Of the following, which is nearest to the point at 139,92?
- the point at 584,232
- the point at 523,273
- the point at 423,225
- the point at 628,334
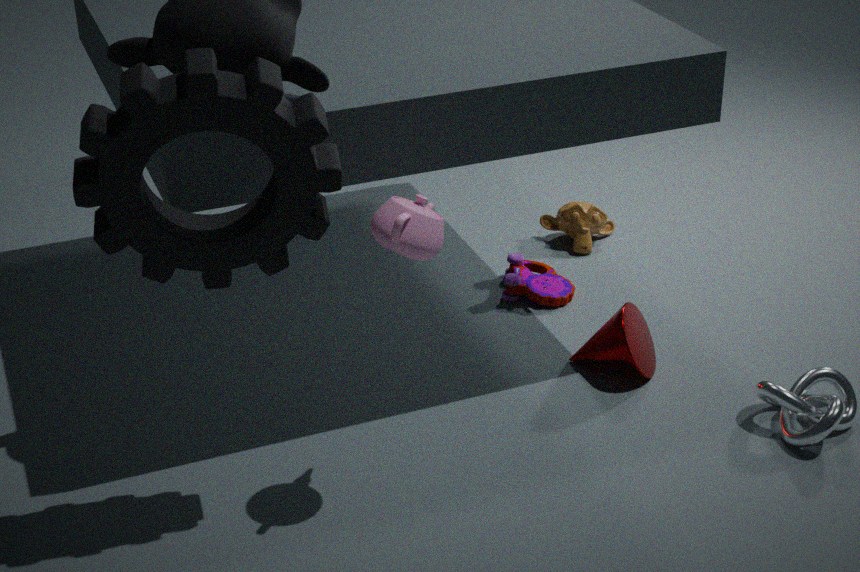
the point at 423,225
